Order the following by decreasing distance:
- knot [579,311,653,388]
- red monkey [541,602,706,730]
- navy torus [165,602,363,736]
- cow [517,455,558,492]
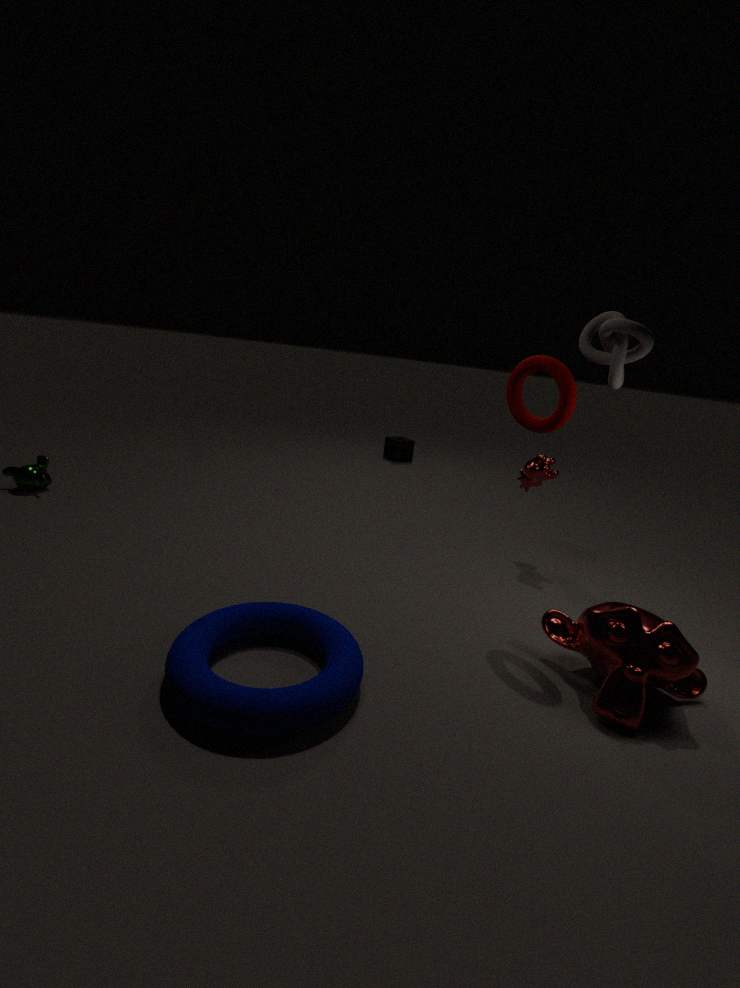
cow [517,455,558,492] < knot [579,311,653,388] < red monkey [541,602,706,730] < navy torus [165,602,363,736]
